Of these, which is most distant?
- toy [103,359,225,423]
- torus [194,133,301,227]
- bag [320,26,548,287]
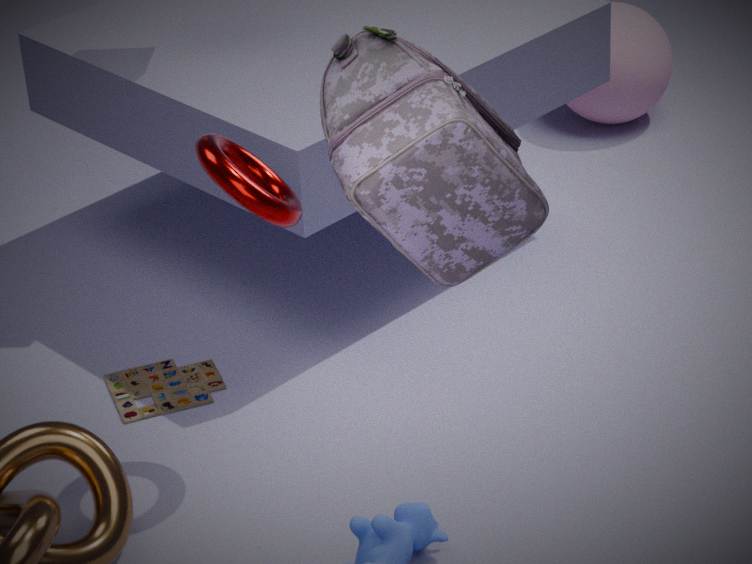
toy [103,359,225,423]
